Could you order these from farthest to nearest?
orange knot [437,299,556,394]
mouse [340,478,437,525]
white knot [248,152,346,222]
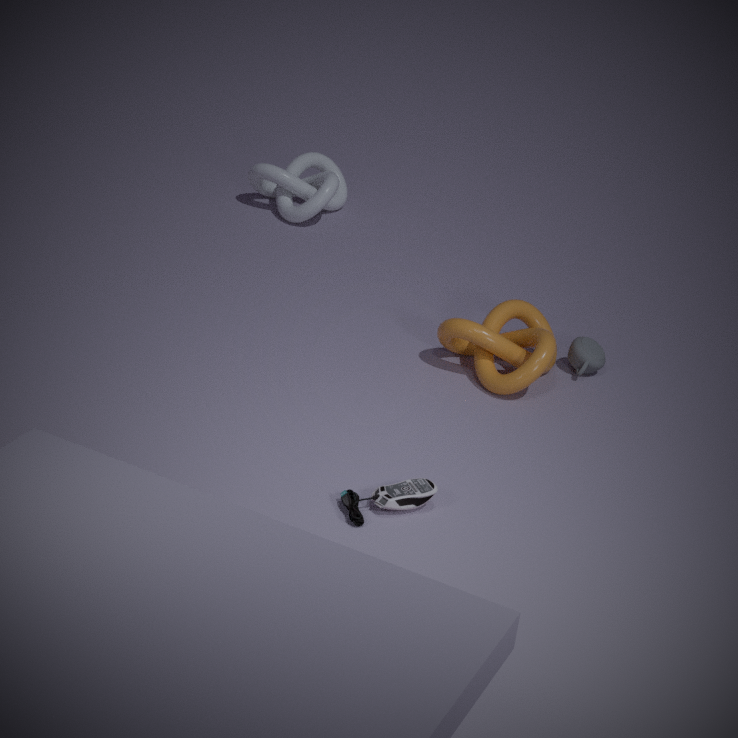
1. white knot [248,152,346,222]
2. orange knot [437,299,556,394]
3. mouse [340,478,437,525]
